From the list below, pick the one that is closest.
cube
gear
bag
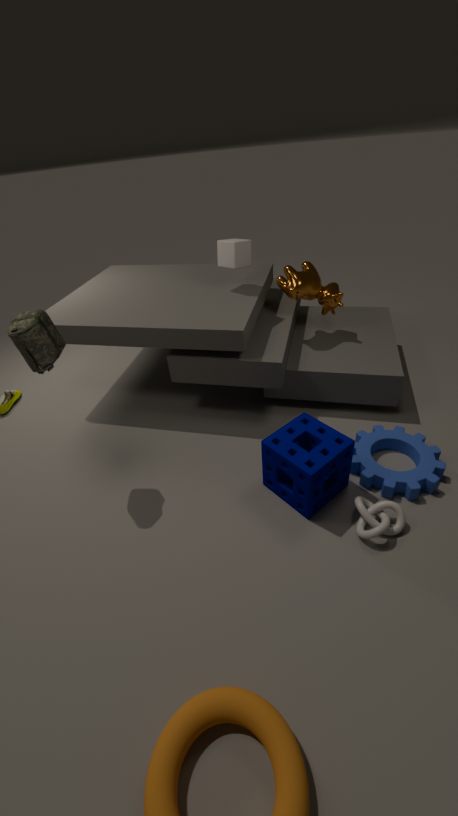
bag
